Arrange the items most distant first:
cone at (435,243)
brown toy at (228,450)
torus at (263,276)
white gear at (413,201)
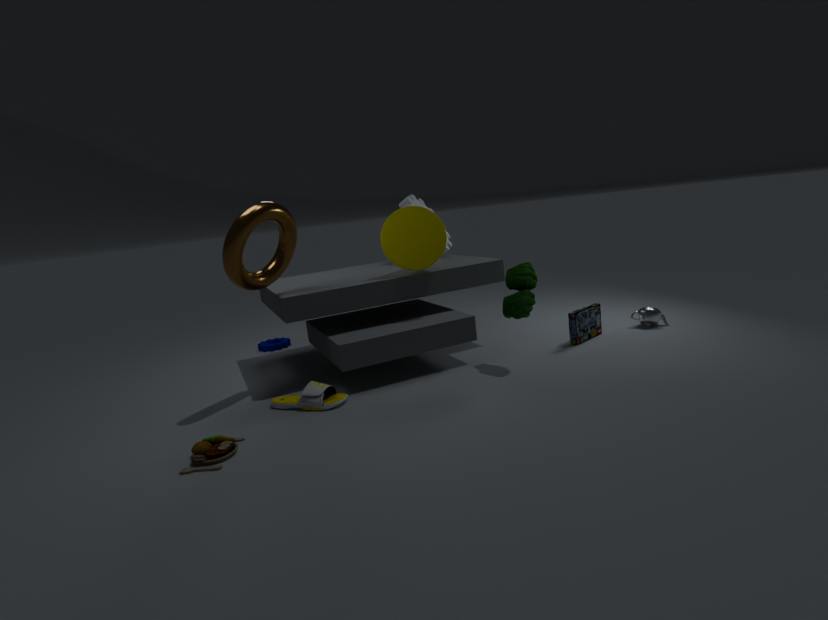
1. white gear at (413,201)
2. cone at (435,243)
3. torus at (263,276)
4. brown toy at (228,450)
